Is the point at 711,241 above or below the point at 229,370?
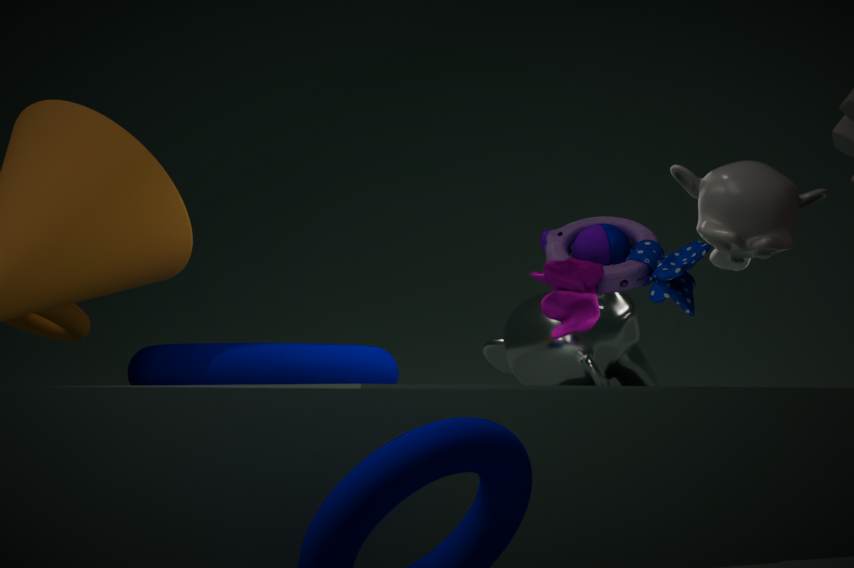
above
